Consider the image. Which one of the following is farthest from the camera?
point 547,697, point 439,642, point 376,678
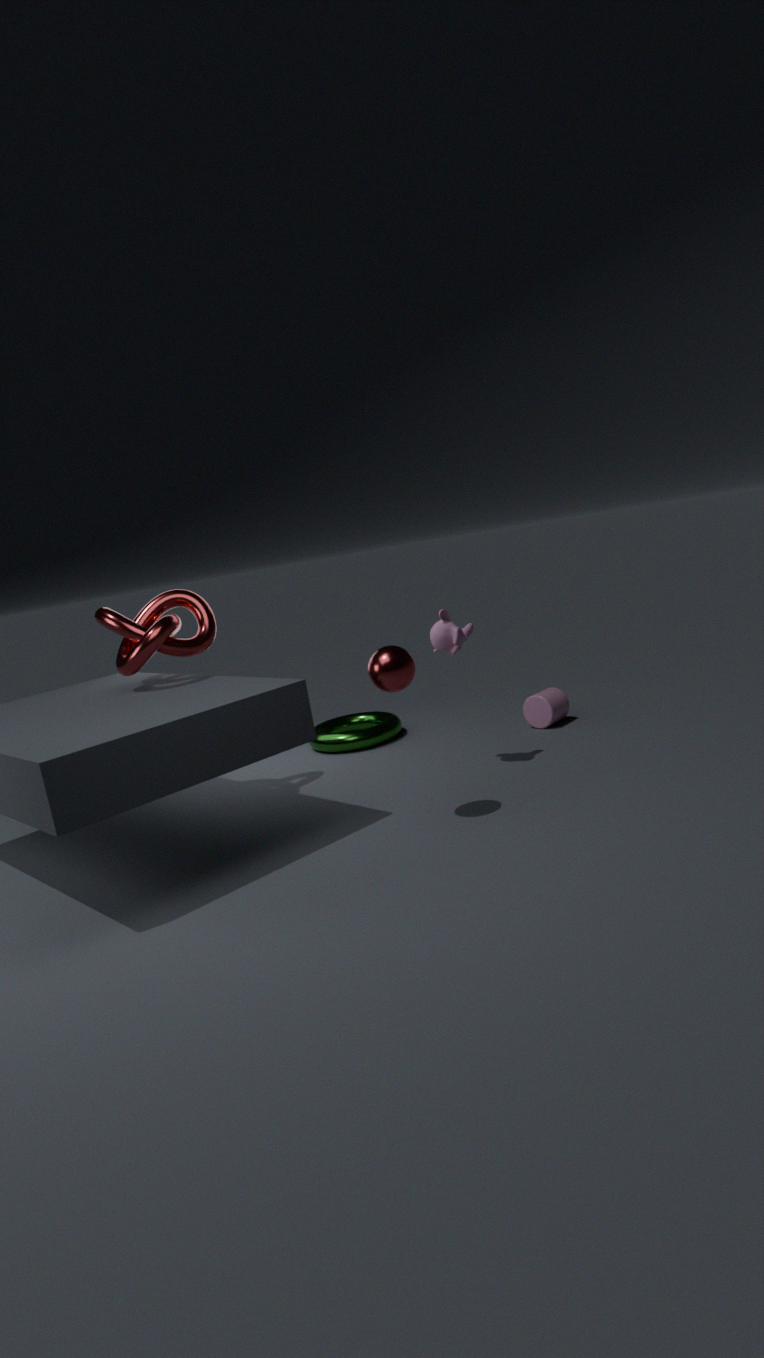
point 547,697
